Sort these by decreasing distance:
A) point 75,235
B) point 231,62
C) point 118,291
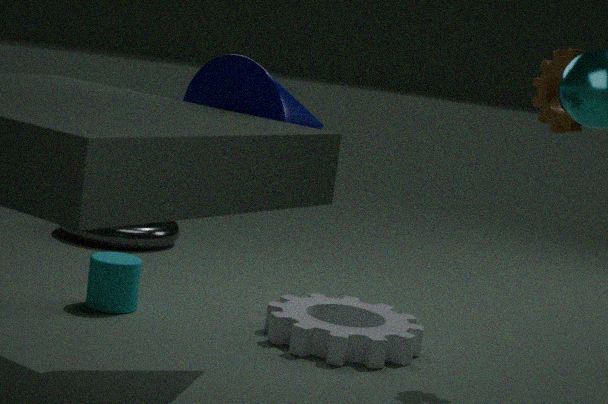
point 75,235 → point 118,291 → point 231,62
